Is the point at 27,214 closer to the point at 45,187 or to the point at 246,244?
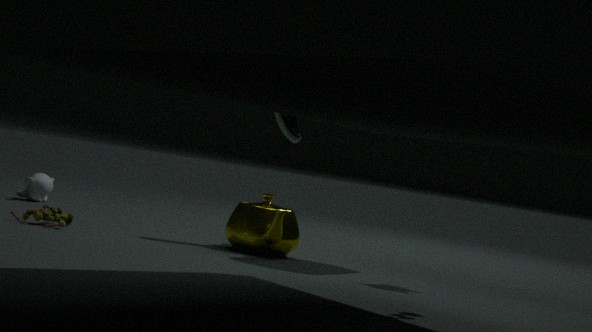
the point at 246,244
